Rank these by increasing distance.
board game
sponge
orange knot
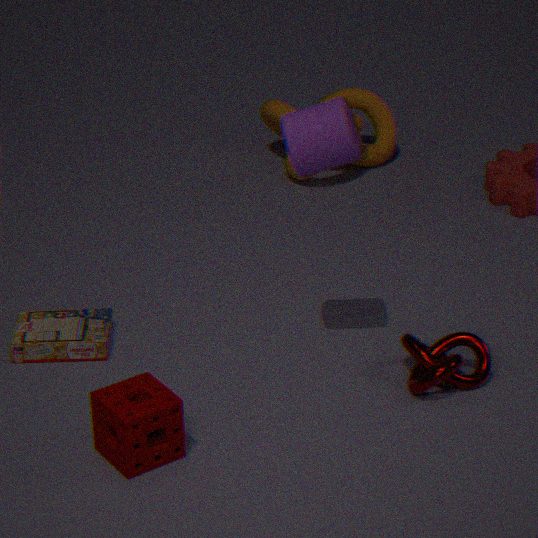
sponge
board game
orange knot
